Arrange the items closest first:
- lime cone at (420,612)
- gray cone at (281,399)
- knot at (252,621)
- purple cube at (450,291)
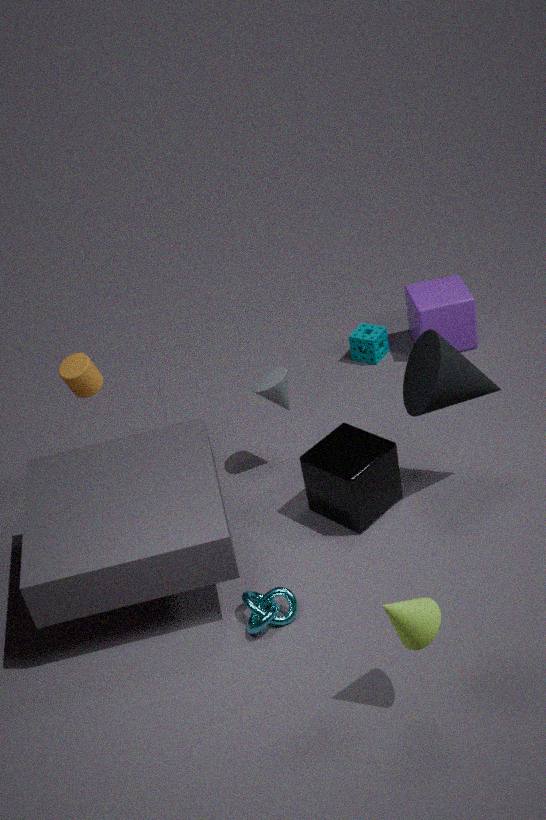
lime cone at (420,612)
knot at (252,621)
gray cone at (281,399)
purple cube at (450,291)
